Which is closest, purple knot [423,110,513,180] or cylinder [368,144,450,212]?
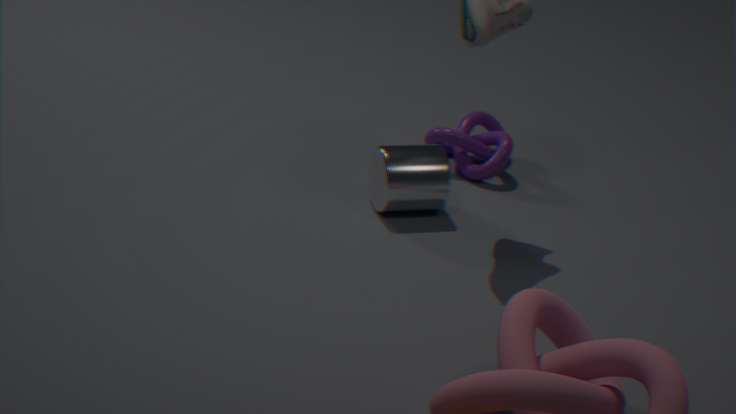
cylinder [368,144,450,212]
